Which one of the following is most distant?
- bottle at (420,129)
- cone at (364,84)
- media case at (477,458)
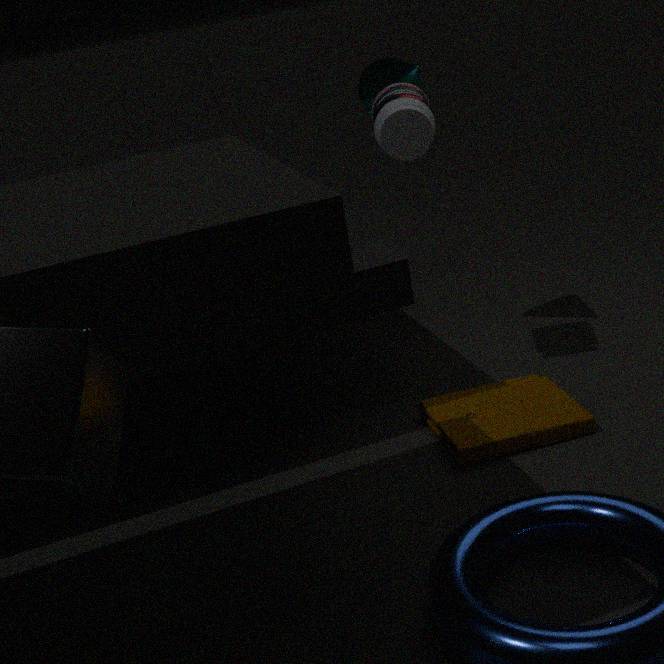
cone at (364,84)
